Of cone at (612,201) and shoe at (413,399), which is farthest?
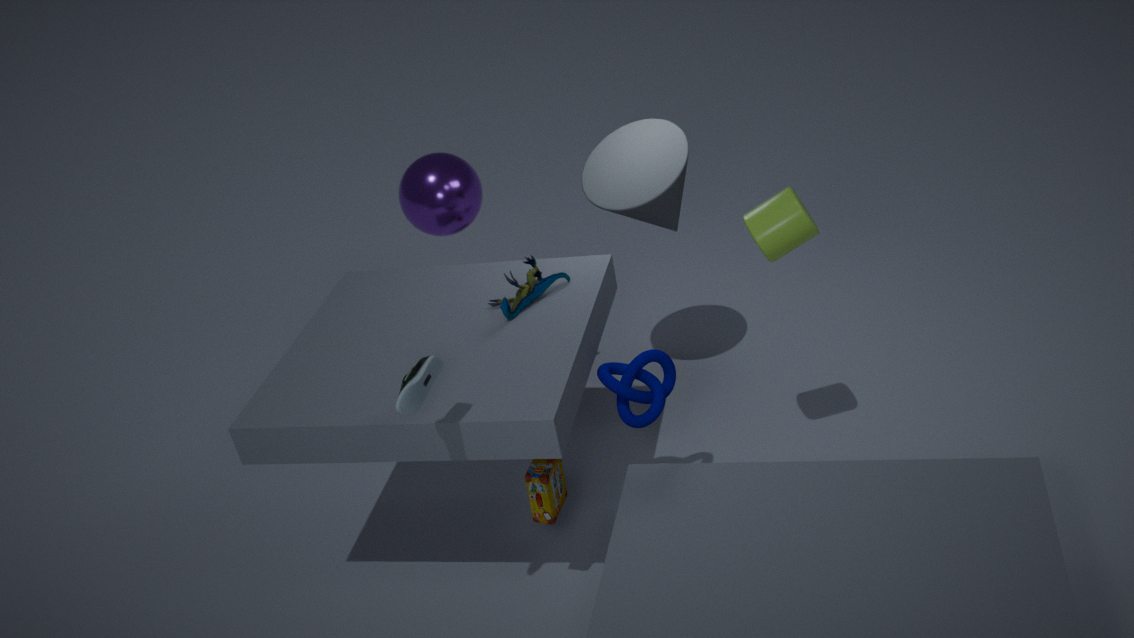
cone at (612,201)
